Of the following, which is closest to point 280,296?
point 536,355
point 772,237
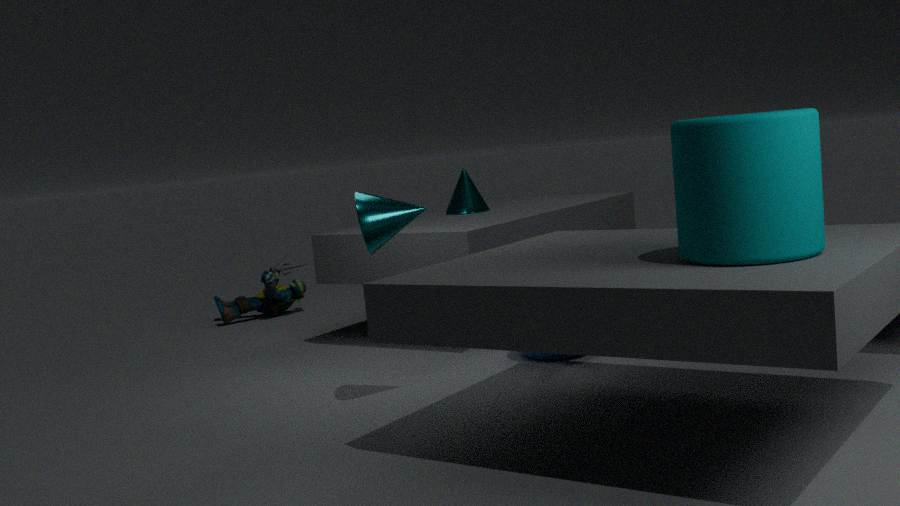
point 536,355
